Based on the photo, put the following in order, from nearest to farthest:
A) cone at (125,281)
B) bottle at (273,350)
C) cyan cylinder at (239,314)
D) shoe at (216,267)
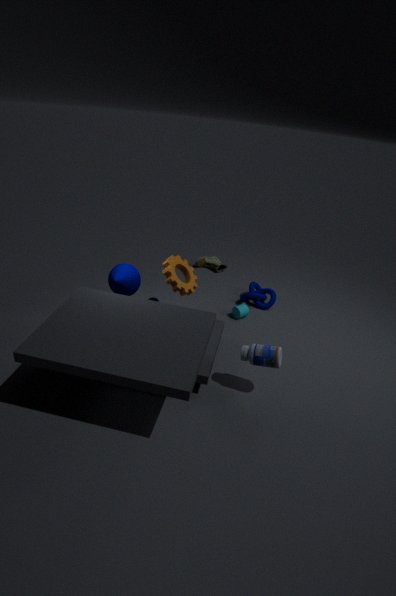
bottle at (273,350) < cone at (125,281) < cyan cylinder at (239,314) < shoe at (216,267)
